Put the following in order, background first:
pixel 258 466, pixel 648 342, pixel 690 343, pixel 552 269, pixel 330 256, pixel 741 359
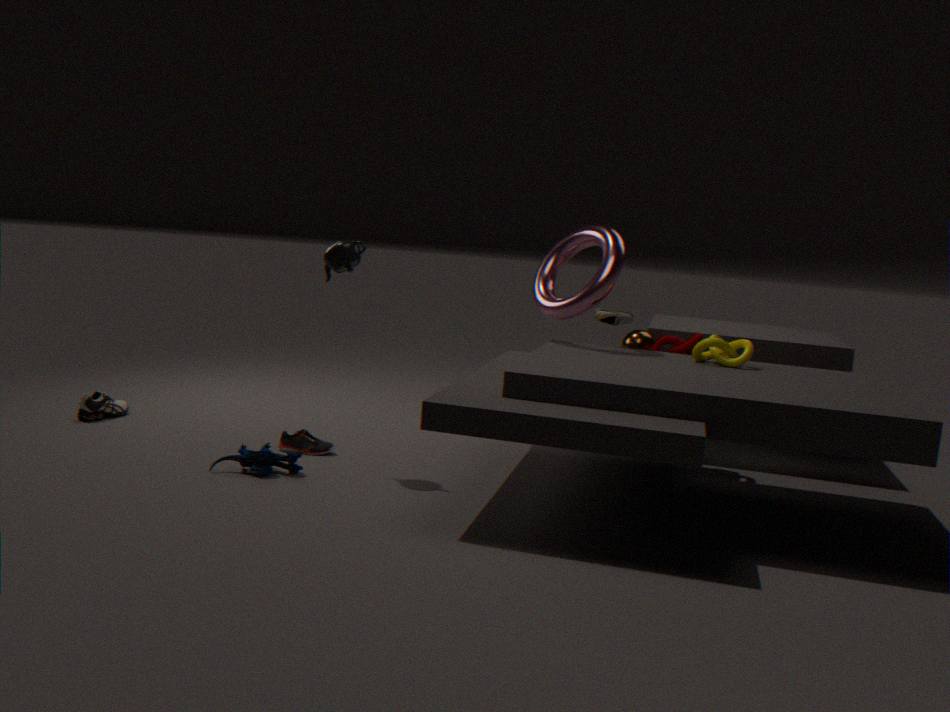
pixel 648 342 < pixel 552 269 < pixel 690 343 < pixel 741 359 < pixel 330 256 < pixel 258 466
